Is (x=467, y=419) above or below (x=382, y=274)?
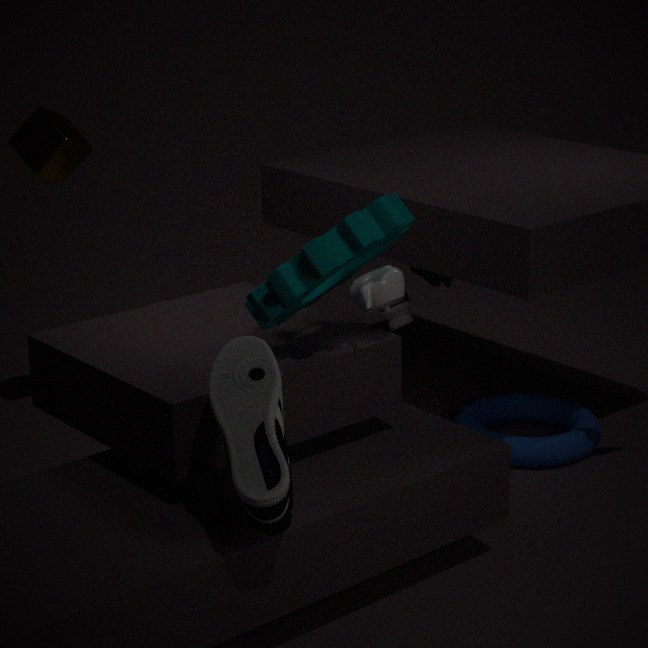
below
